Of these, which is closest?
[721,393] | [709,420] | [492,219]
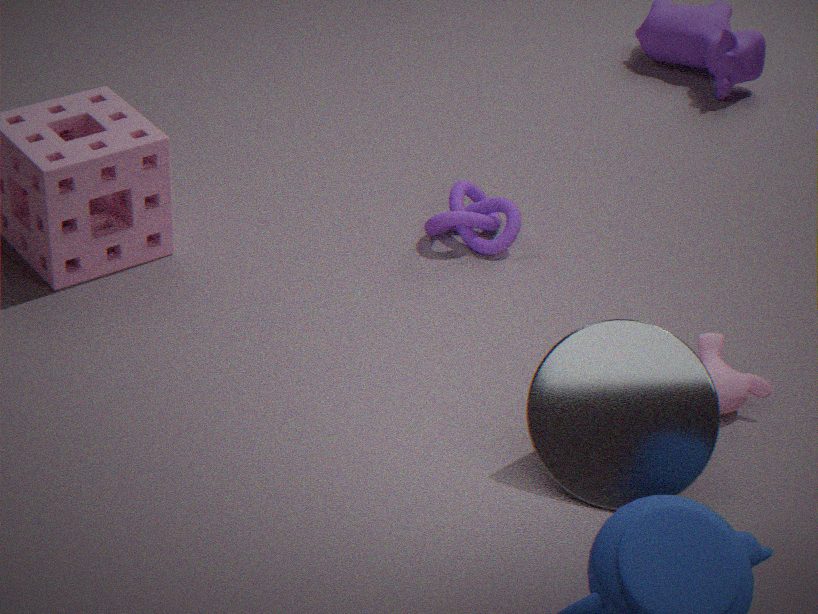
[709,420]
